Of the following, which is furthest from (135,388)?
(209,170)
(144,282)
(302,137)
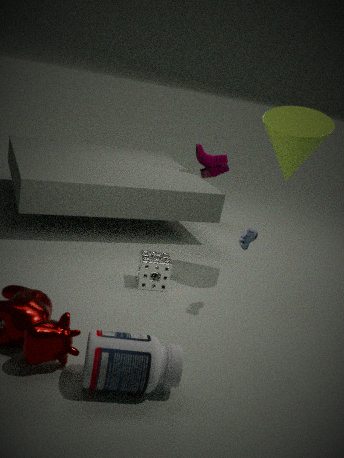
(209,170)
